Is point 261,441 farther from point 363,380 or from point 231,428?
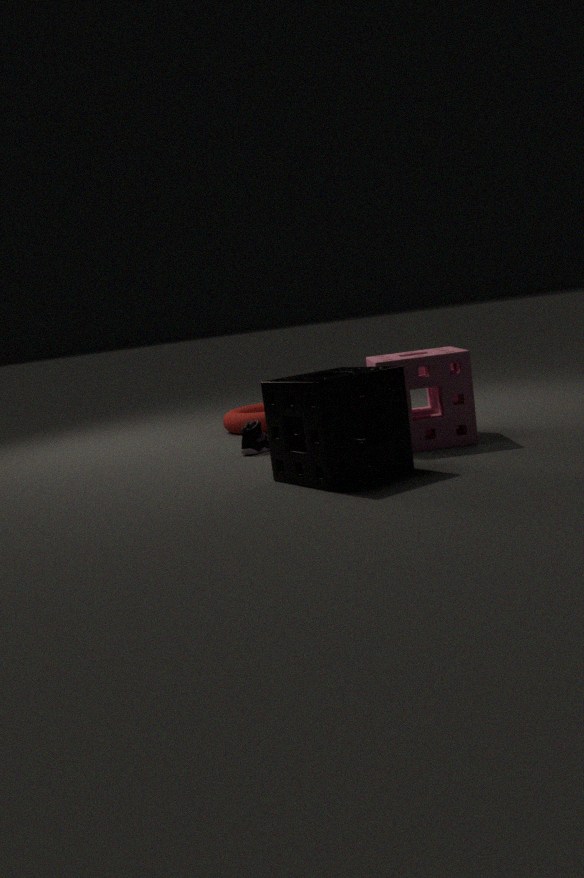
point 363,380
